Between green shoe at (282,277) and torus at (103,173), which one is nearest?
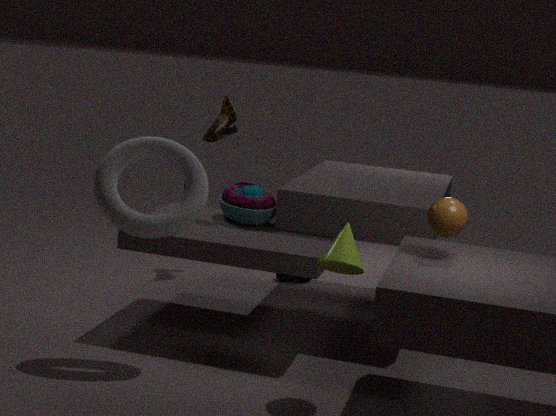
torus at (103,173)
